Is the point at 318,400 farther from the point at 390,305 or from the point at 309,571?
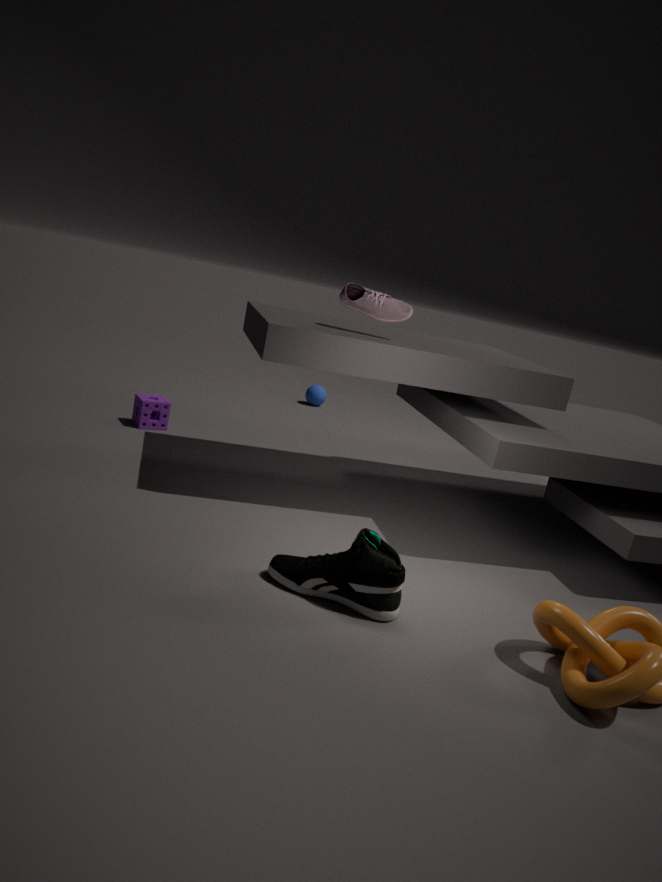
the point at 309,571
